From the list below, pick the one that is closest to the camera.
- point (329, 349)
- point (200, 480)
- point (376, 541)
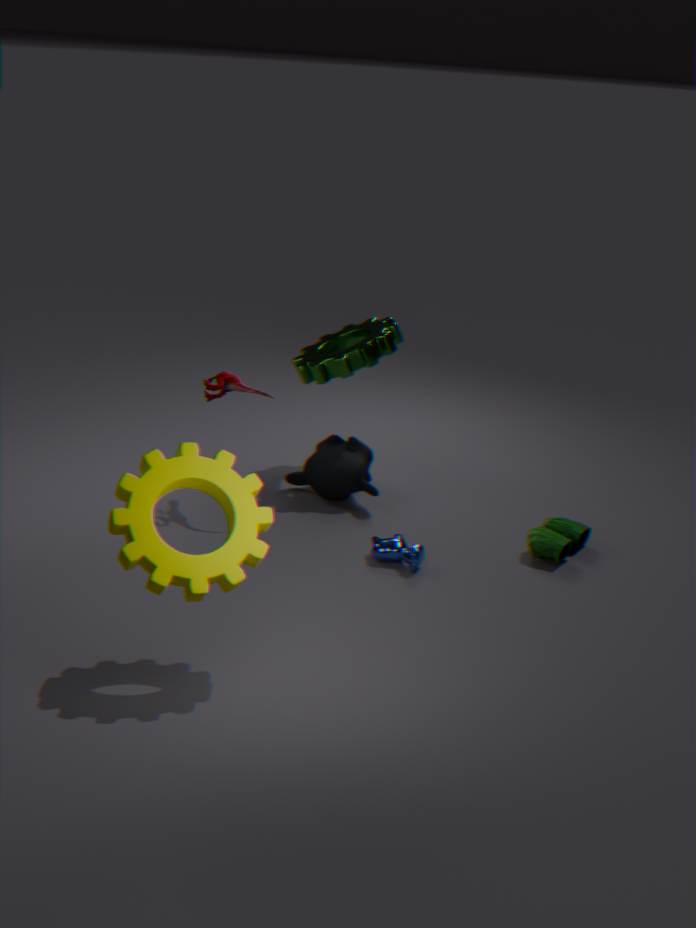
point (200, 480)
